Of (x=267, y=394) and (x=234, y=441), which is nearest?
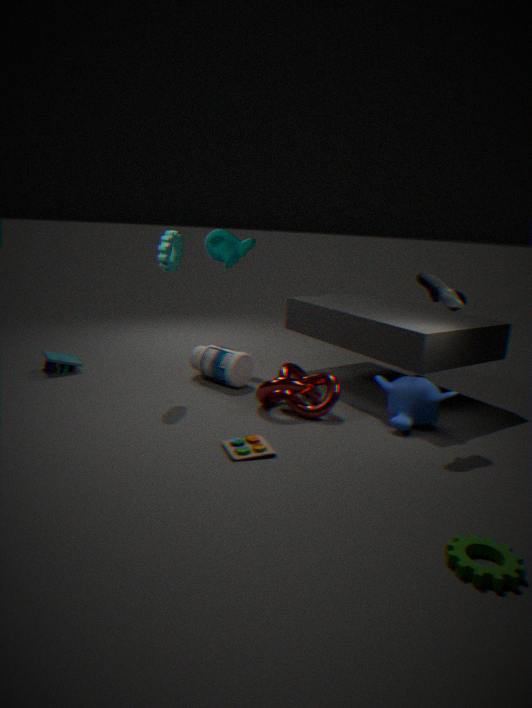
(x=234, y=441)
